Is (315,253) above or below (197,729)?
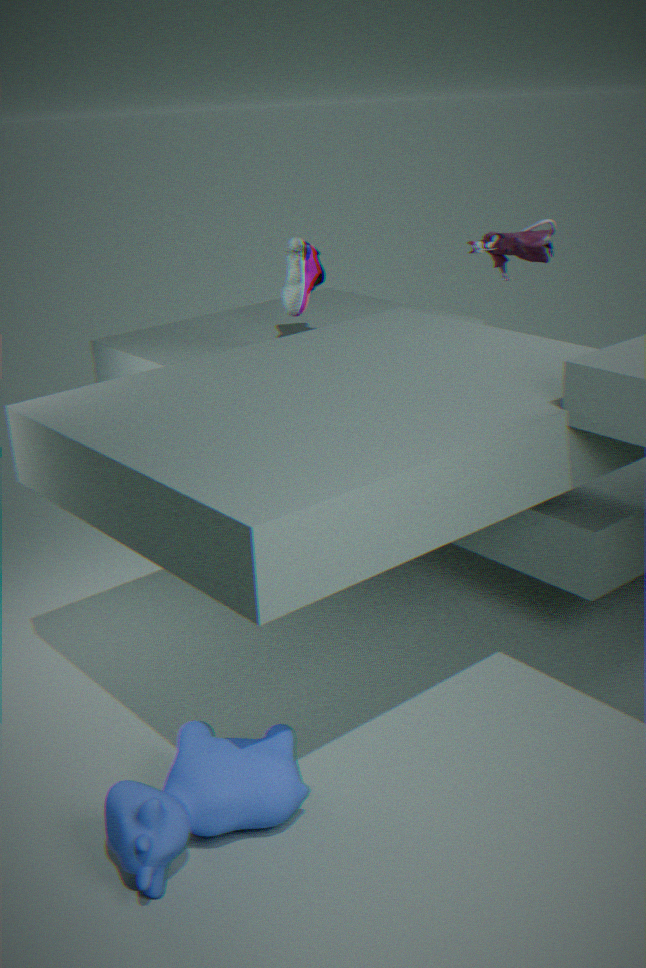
above
